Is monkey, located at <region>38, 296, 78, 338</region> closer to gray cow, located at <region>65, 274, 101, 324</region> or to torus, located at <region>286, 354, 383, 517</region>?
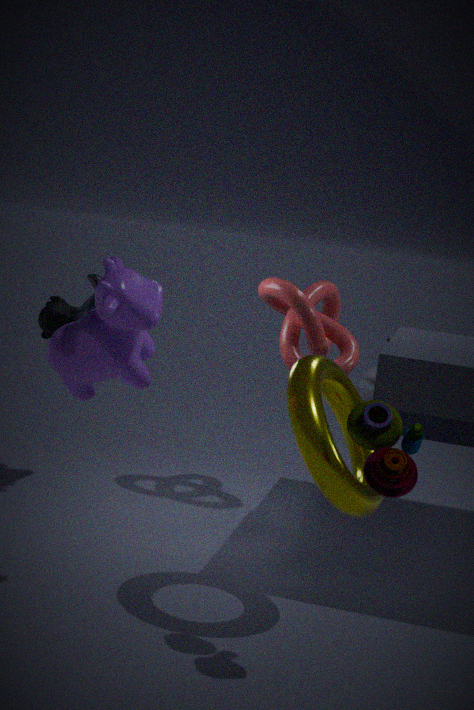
gray cow, located at <region>65, 274, 101, 324</region>
